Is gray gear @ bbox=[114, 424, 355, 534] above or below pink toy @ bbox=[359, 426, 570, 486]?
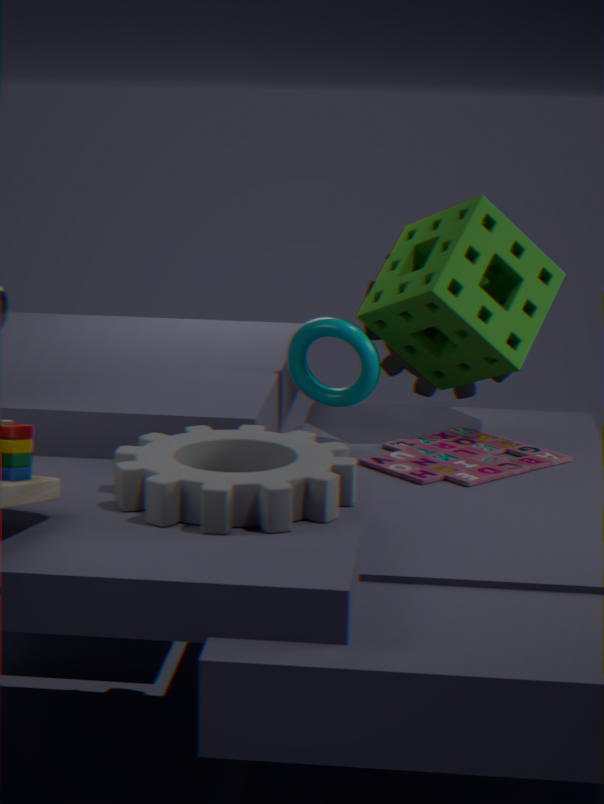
above
